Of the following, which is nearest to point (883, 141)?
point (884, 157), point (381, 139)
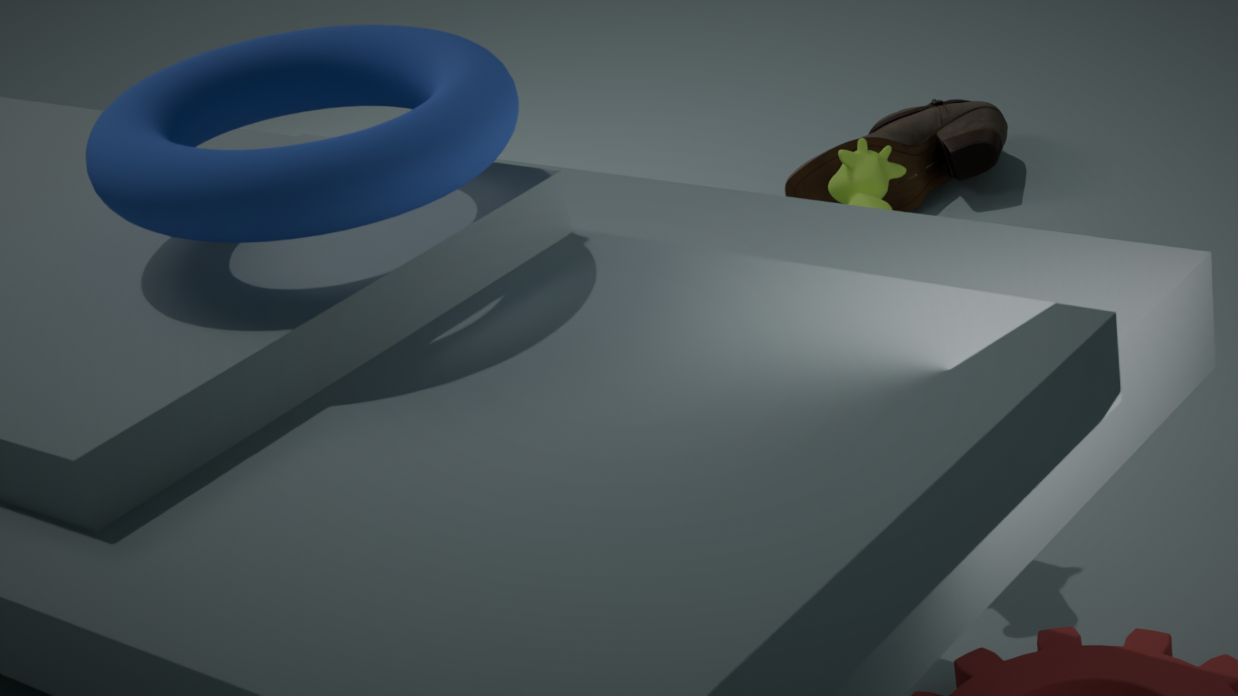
point (884, 157)
